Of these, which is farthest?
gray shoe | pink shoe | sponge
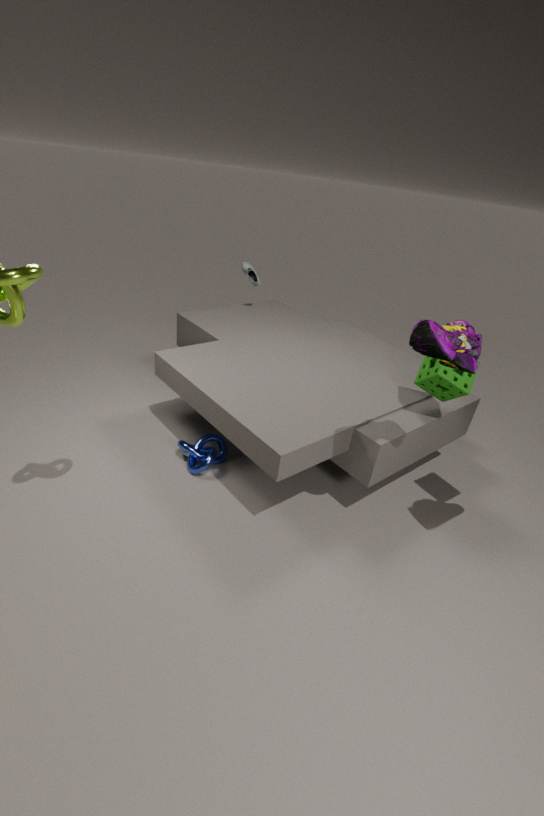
gray shoe
